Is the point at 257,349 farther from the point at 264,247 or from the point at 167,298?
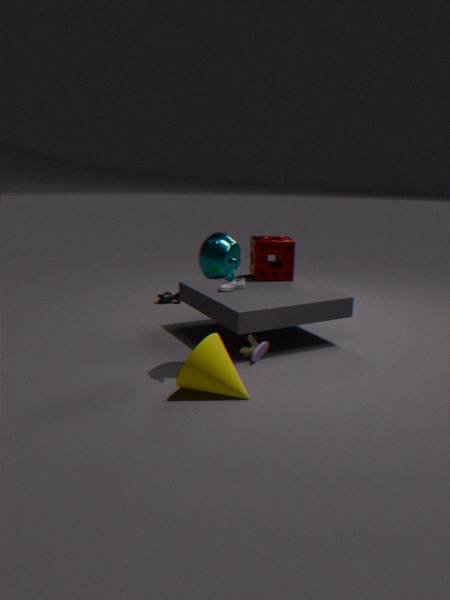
the point at 167,298
